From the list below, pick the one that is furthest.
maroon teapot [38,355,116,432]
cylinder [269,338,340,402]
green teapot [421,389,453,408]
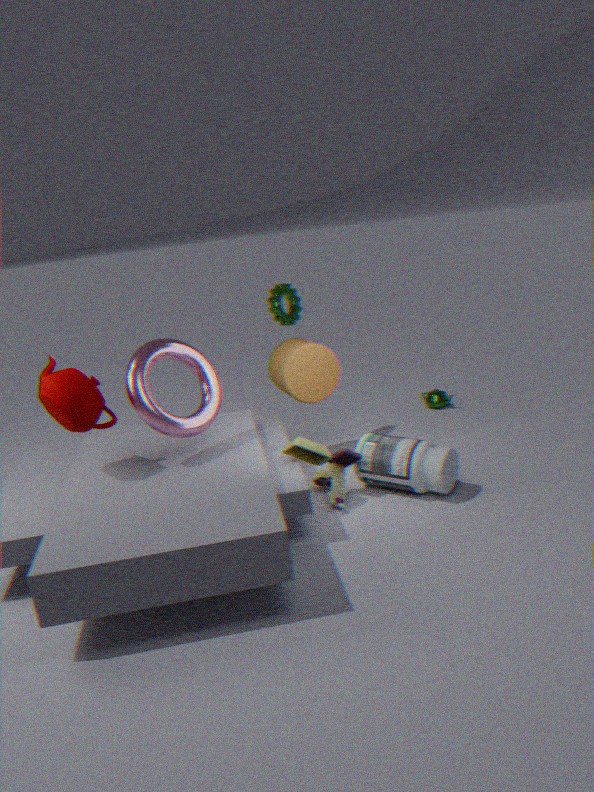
green teapot [421,389,453,408]
